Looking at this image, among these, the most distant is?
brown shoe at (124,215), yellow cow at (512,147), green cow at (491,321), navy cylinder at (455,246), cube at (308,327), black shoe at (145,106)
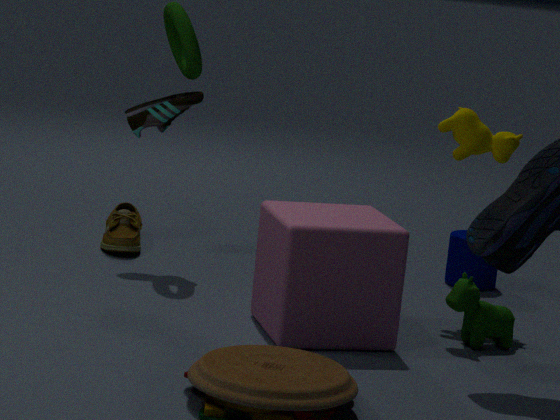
navy cylinder at (455,246)
